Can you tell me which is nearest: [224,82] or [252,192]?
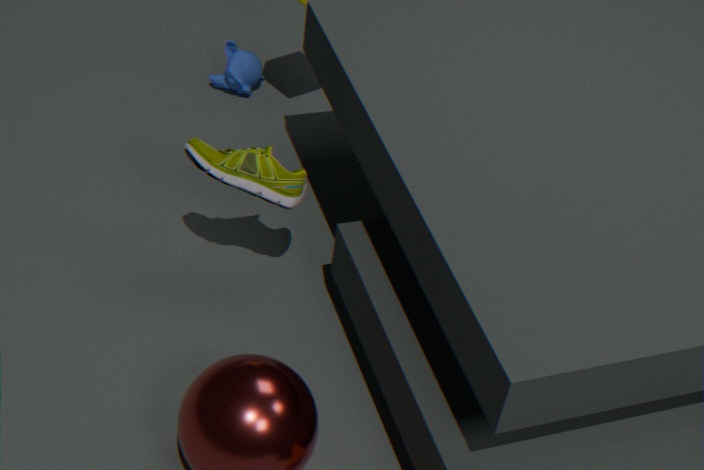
[252,192]
